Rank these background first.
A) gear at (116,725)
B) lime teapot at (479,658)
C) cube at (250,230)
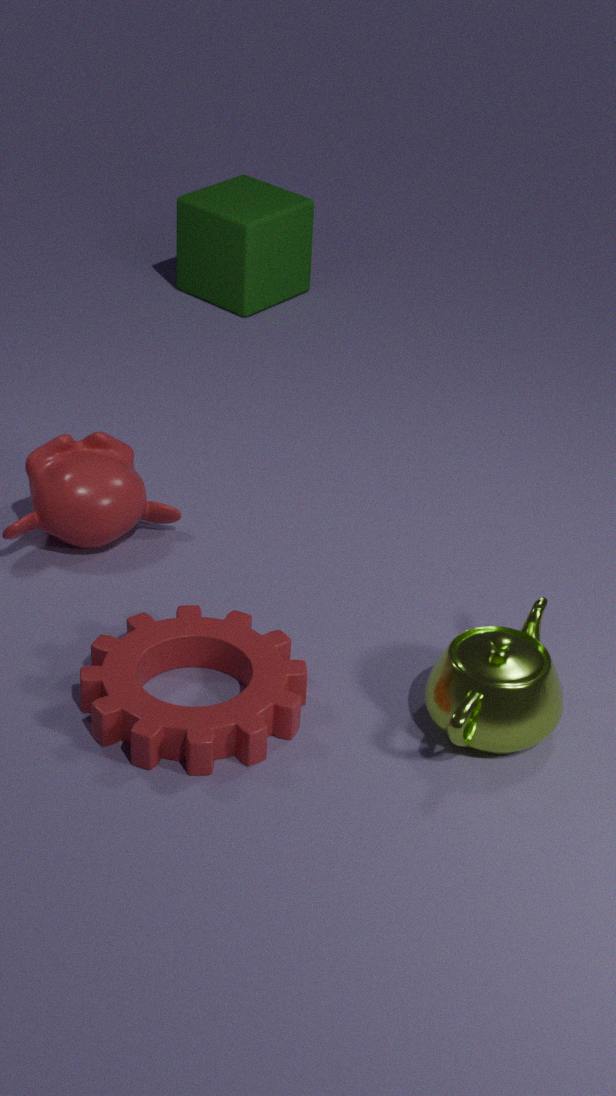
1. cube at (250,230)
2. lime teapot at (479,658)
3. gear at (116,725)
